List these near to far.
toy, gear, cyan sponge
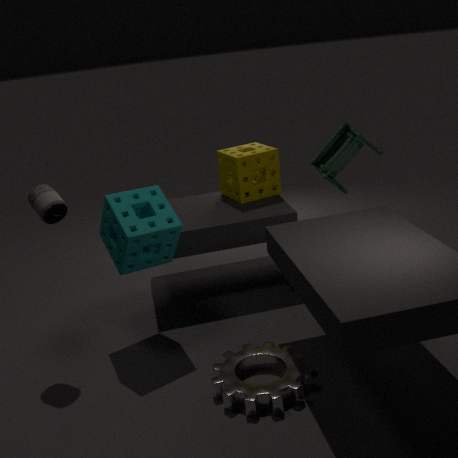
gear
cyan sponge
toy
